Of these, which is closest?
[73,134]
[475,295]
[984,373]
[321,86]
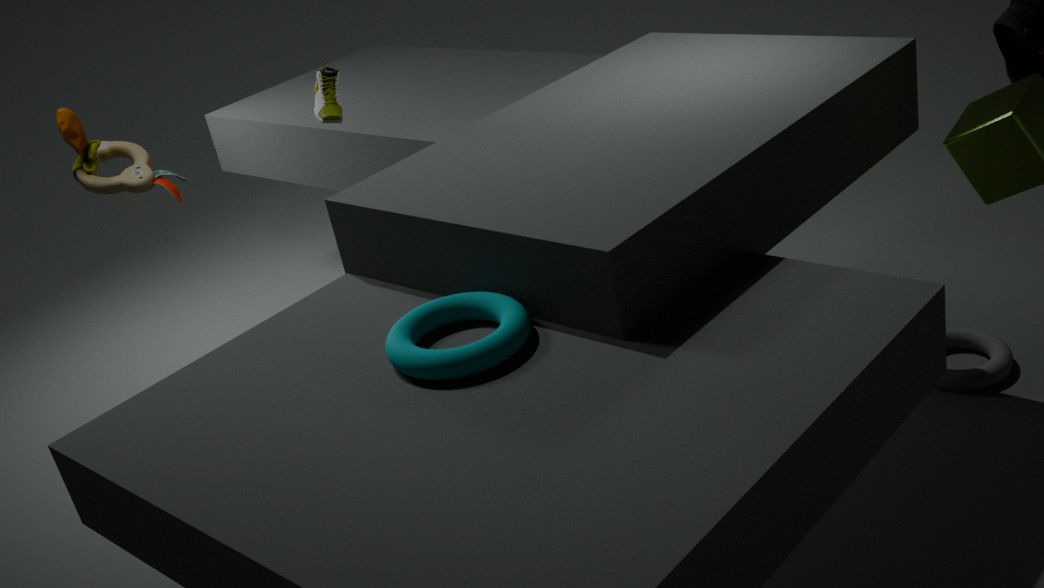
[475,295]
